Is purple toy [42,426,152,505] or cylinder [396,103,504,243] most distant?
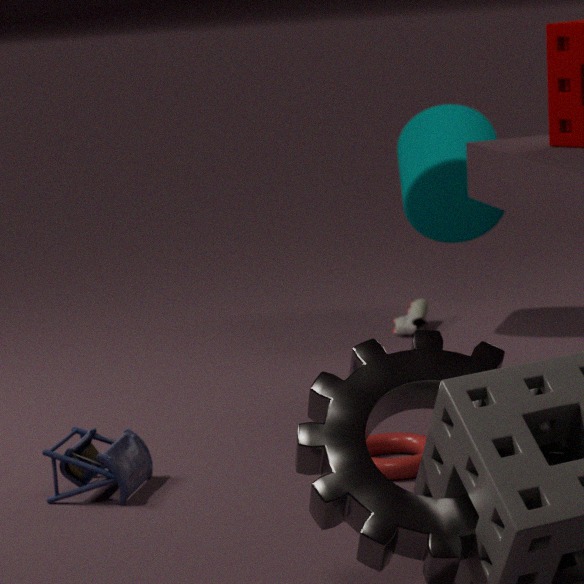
cylinder [396,103,504,243]
